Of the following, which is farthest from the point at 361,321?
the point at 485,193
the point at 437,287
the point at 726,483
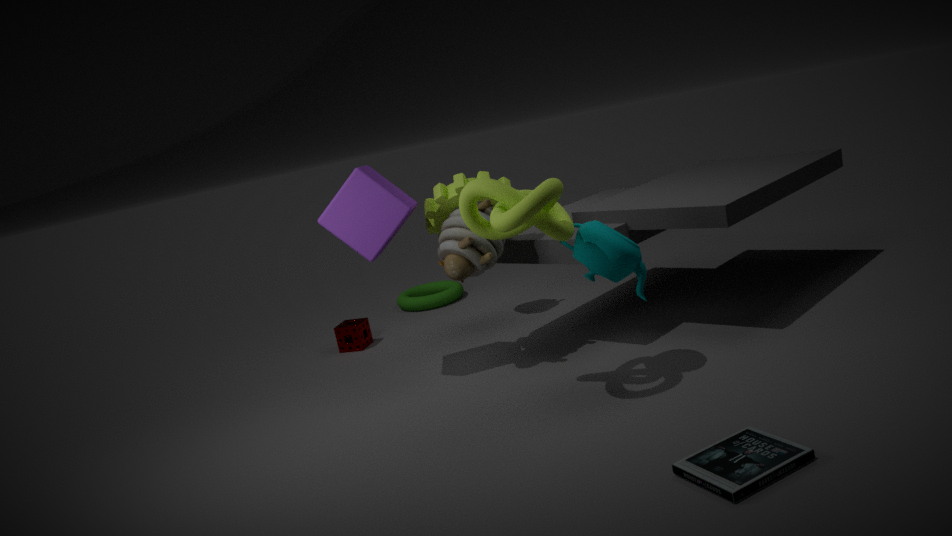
the point at 726,483
